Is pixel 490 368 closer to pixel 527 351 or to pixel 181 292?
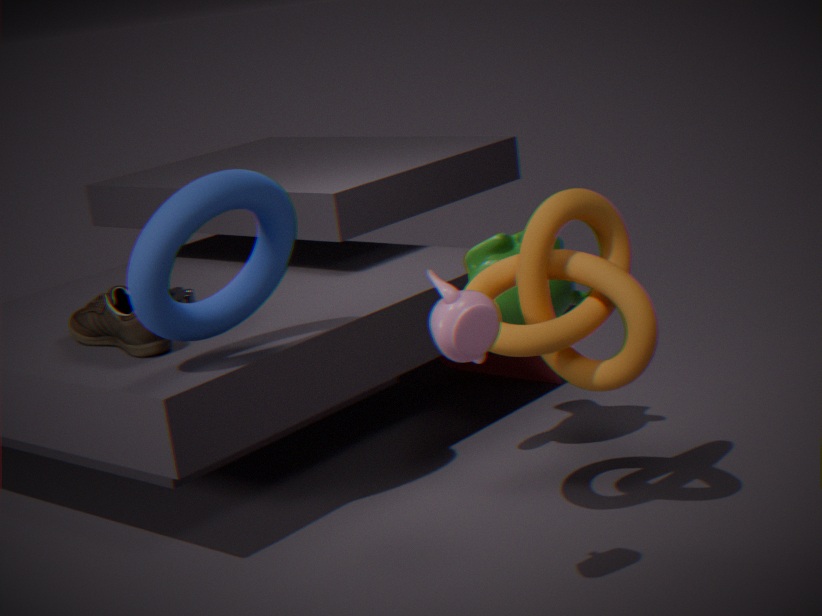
pixel 181 292
